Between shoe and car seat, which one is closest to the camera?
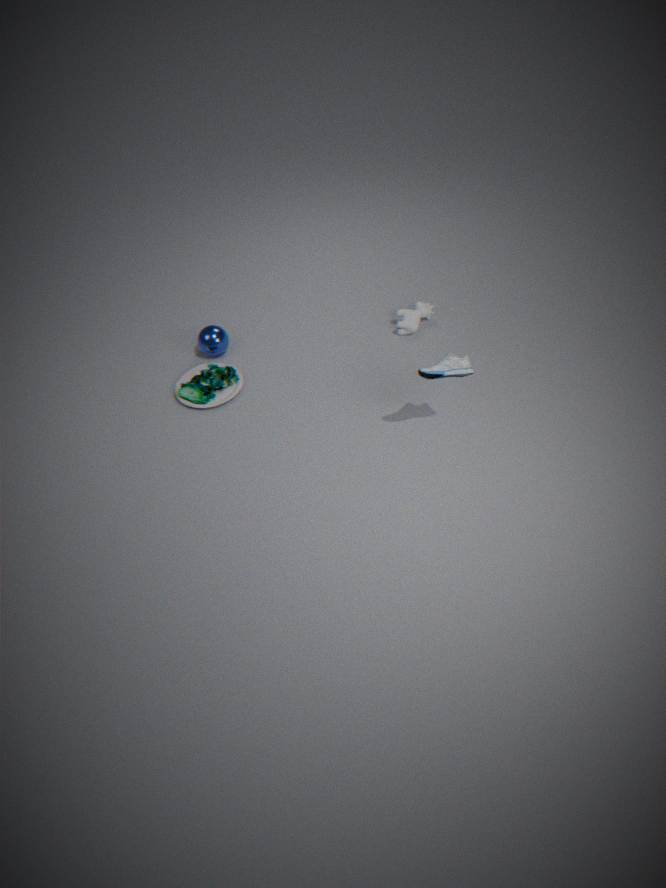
shoe
